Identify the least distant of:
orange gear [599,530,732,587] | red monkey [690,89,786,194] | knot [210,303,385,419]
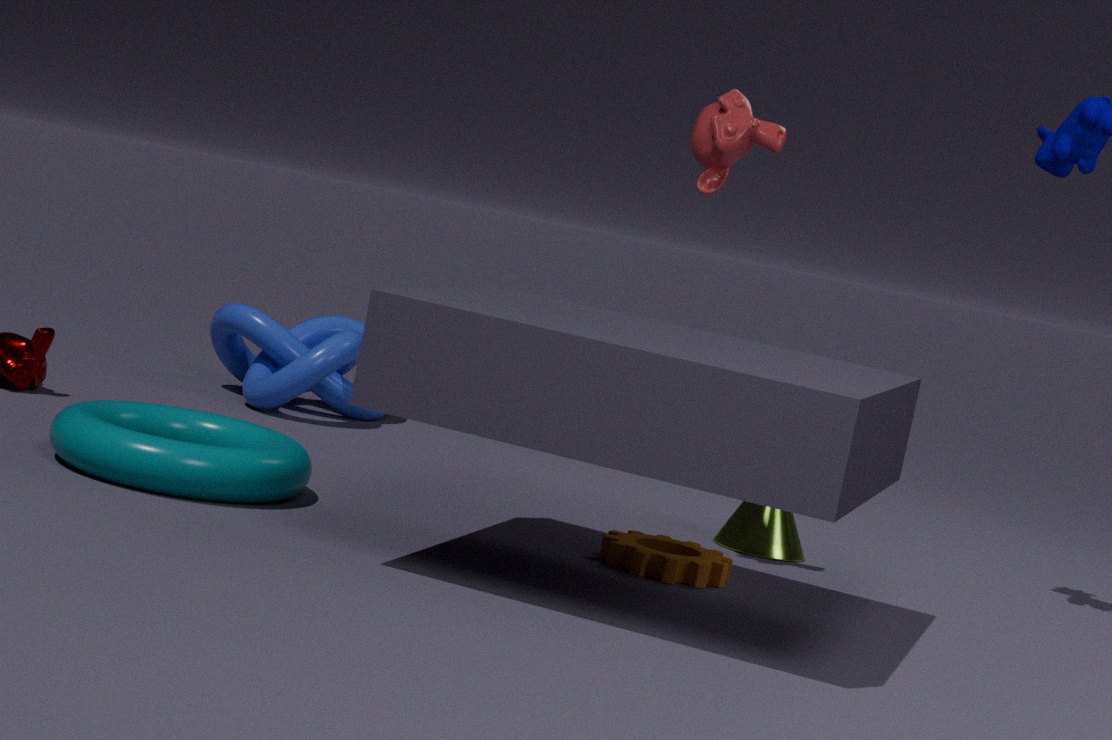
orange gear [599,530,732,587]
